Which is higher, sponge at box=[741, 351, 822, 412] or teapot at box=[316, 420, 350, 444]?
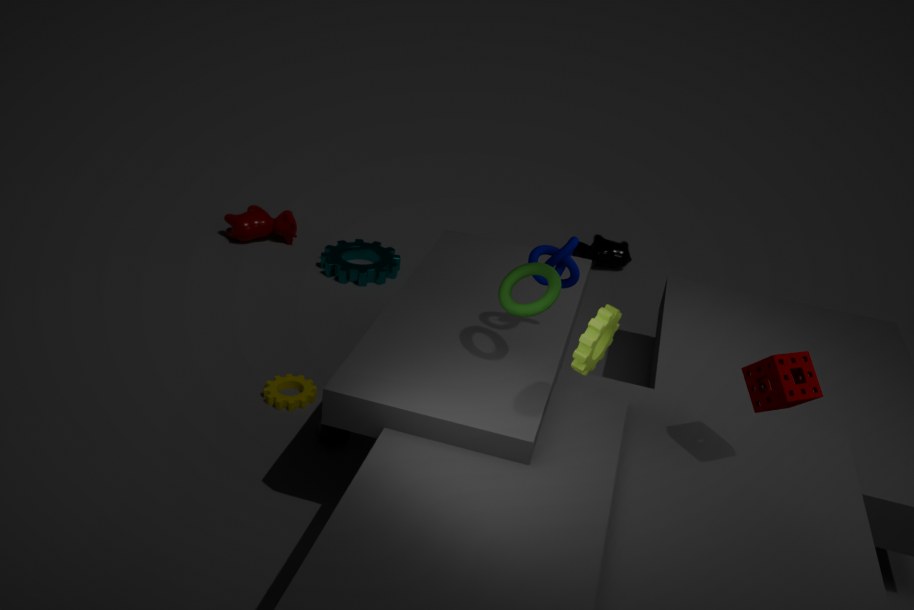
sponge at box=[741, 351, 822, 412]
